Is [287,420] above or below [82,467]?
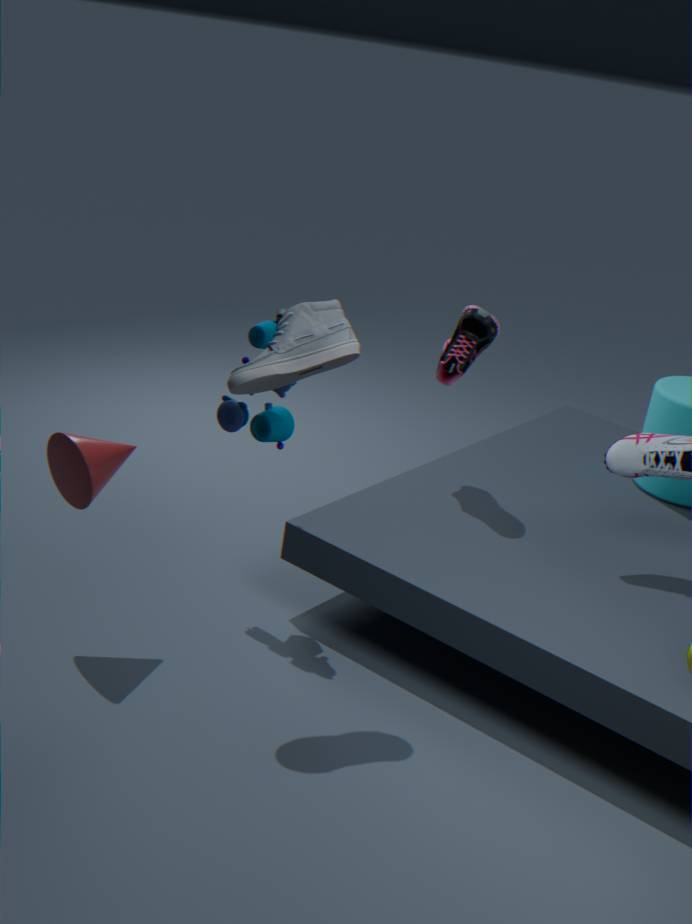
above
